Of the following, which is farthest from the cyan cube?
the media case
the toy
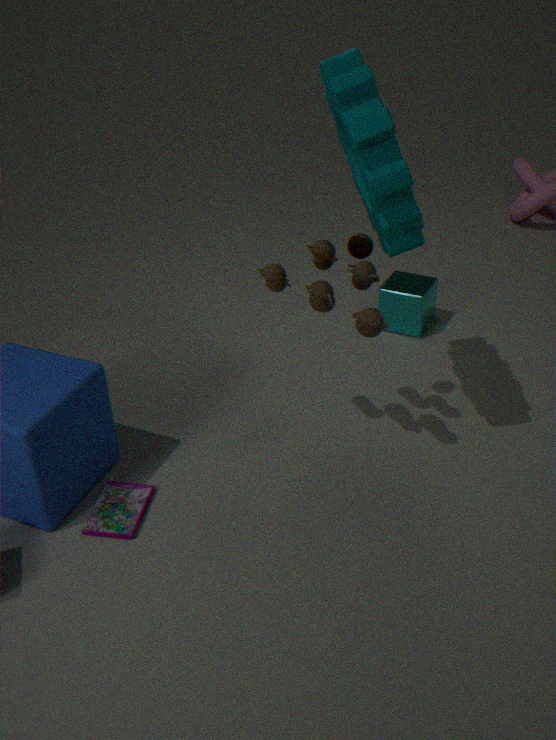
the media case
